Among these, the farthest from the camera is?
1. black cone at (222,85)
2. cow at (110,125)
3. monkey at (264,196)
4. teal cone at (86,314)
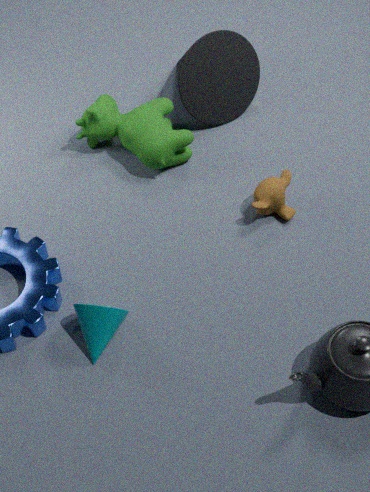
black cone at (222,85)
